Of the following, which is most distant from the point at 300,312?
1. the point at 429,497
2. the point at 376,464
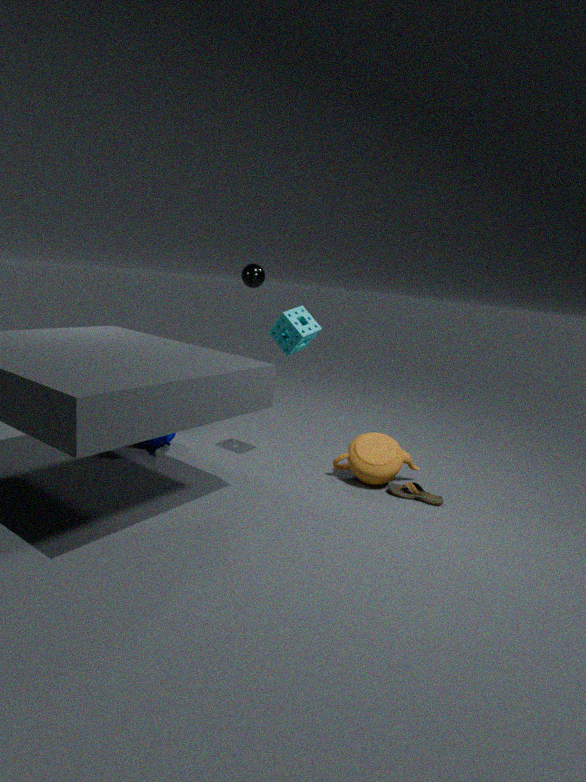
the point at 429,497
